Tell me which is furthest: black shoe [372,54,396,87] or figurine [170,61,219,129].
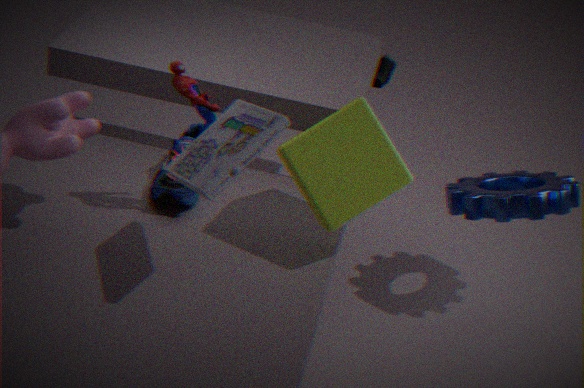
black shoe [372,54,396,87]
